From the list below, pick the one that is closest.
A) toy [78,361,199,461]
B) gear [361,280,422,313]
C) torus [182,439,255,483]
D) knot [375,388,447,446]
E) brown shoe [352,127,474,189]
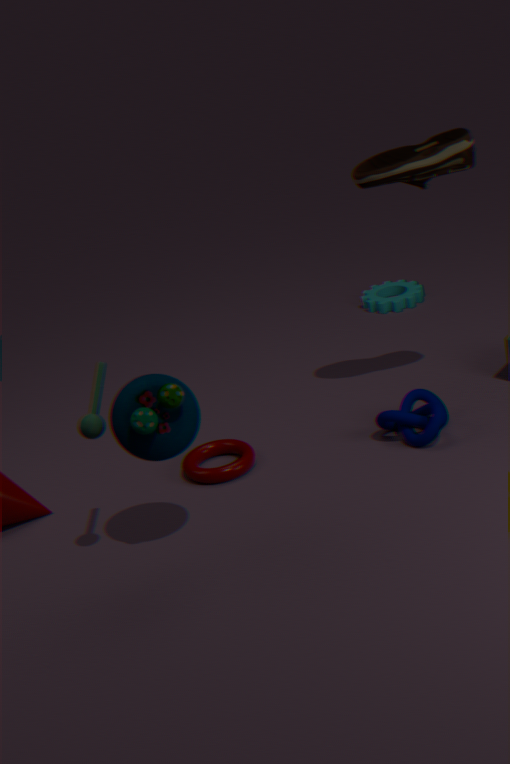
toy [78,361,199,461]
